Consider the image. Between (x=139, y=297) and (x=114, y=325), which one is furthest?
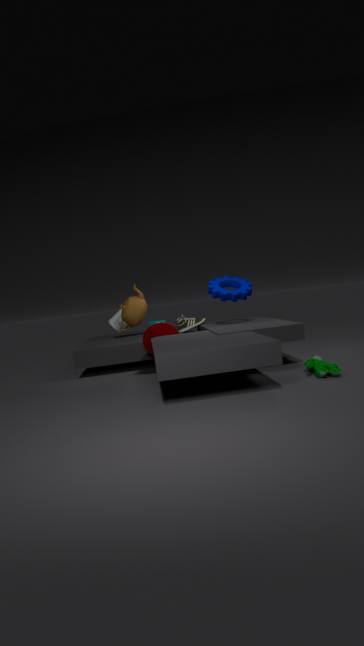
(x=114, y=325)
